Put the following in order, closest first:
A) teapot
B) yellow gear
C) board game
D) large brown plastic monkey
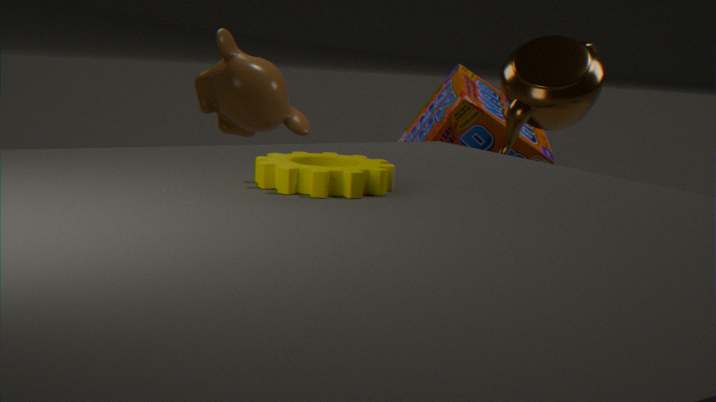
1. yellow gear
2. teapot
3. large brown plastic monkey
4. board game
